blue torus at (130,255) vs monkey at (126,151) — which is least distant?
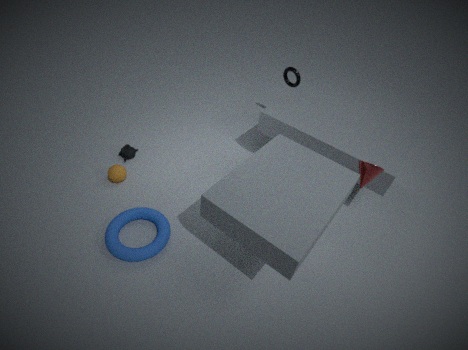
blue torus at (130,255)
